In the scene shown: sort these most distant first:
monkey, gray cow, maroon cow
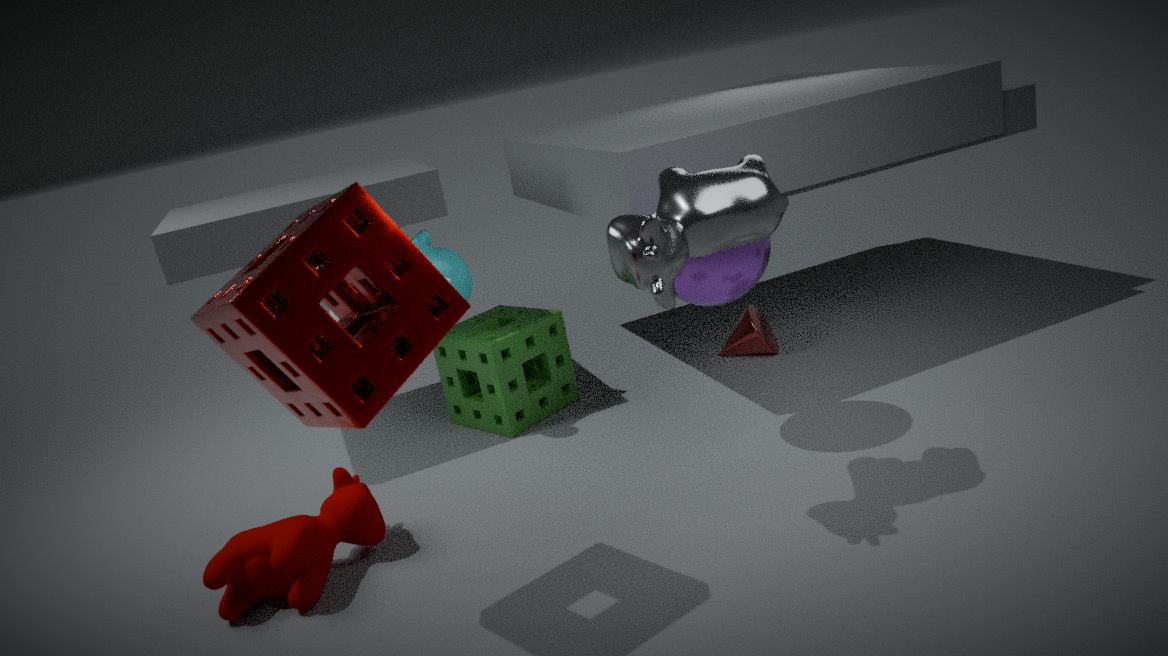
monkey < maroon cow < gray cow
